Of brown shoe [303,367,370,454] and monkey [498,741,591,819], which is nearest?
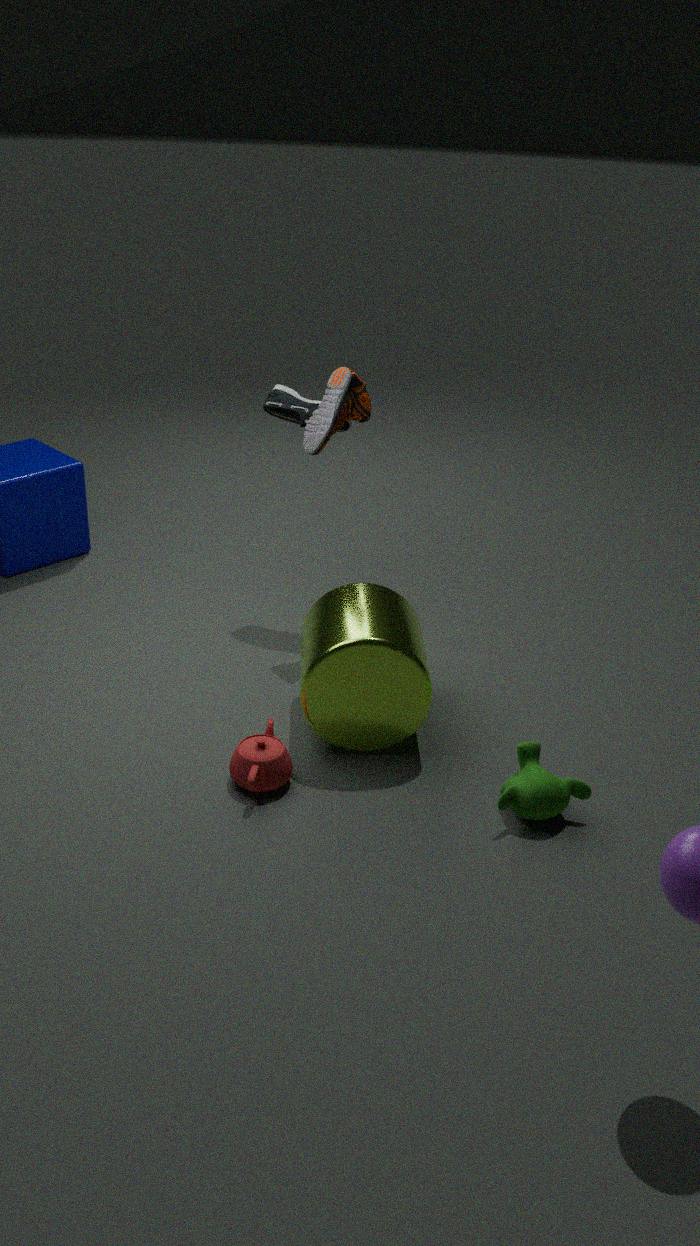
monkey [498,741,591,819]
